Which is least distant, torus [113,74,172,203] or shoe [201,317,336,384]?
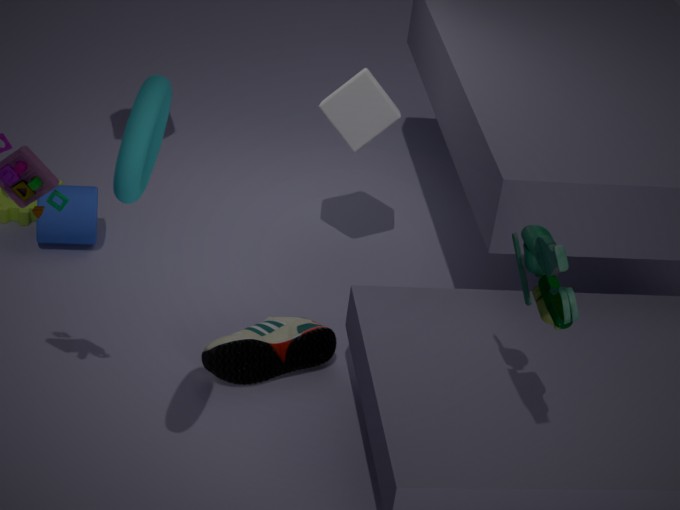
torus [113,74,172,203]
